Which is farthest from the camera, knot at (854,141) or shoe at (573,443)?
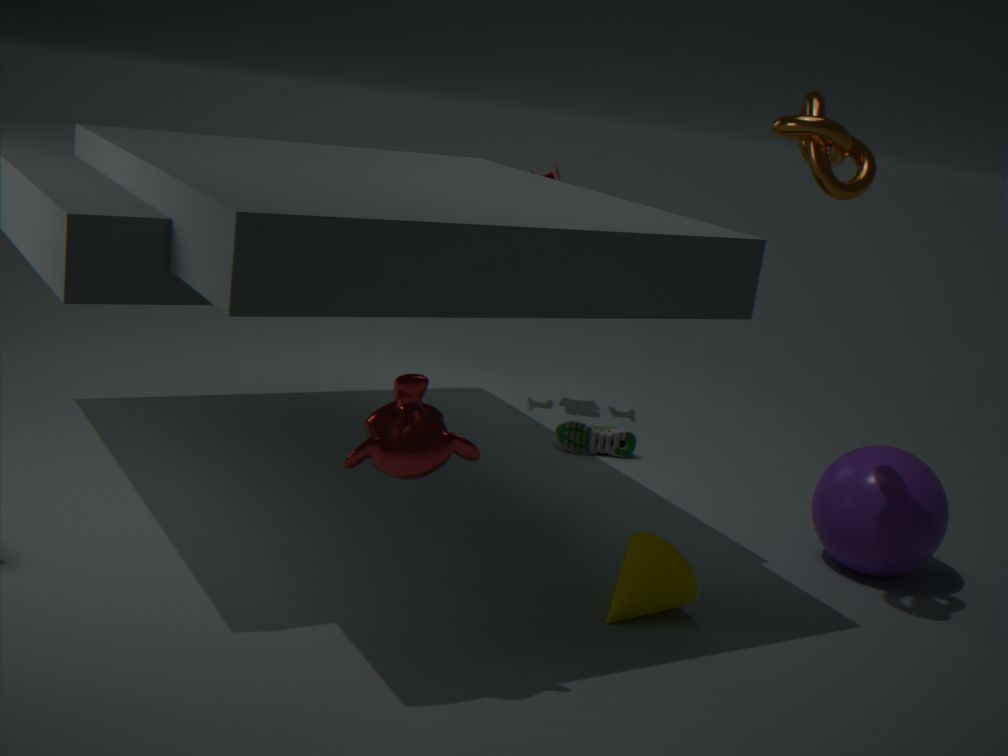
shoe at (573,443)
